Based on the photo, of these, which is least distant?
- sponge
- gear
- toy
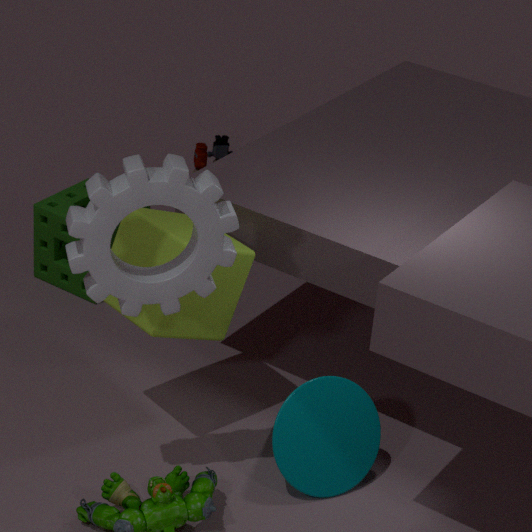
gear
